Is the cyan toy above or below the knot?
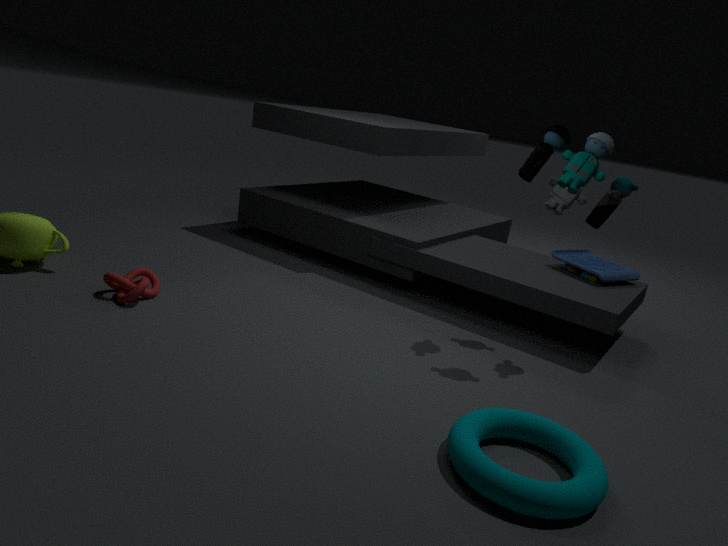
above
